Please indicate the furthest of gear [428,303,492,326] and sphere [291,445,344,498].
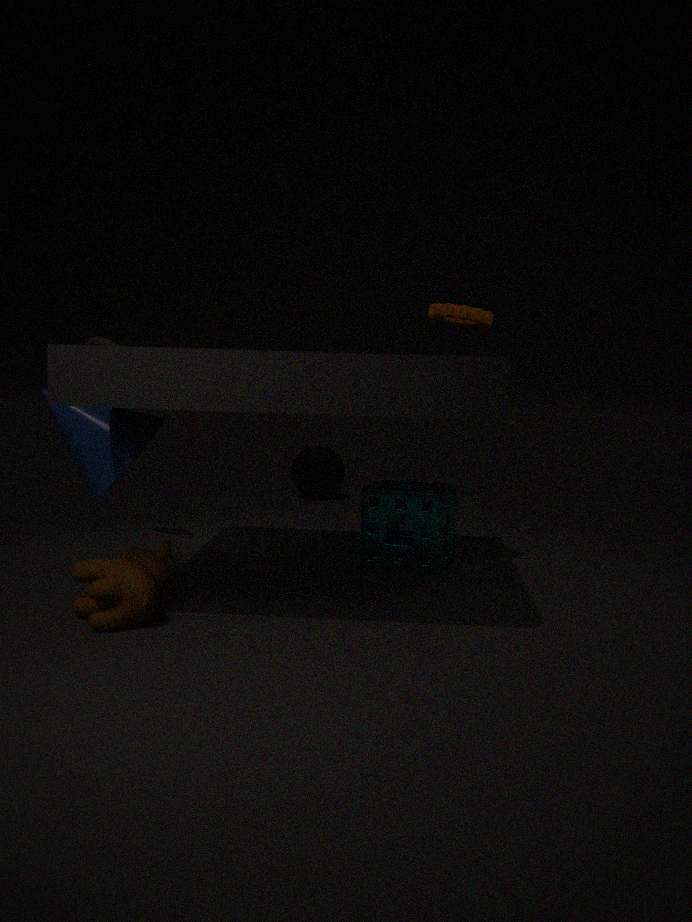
sphere [291,445,344,498]
